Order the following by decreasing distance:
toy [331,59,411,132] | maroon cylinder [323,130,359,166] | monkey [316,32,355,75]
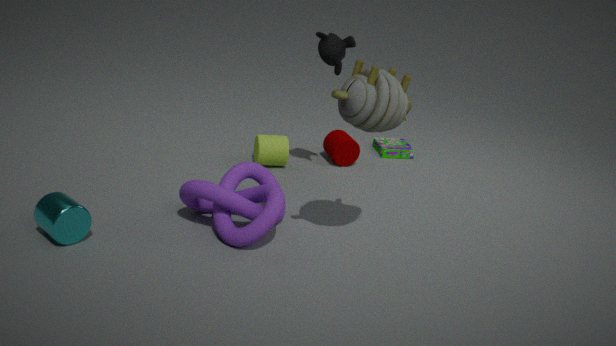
maroon cylinder [323,130,359,166] → monkey [316,32,355,75] → toy [331,59,411,132]
